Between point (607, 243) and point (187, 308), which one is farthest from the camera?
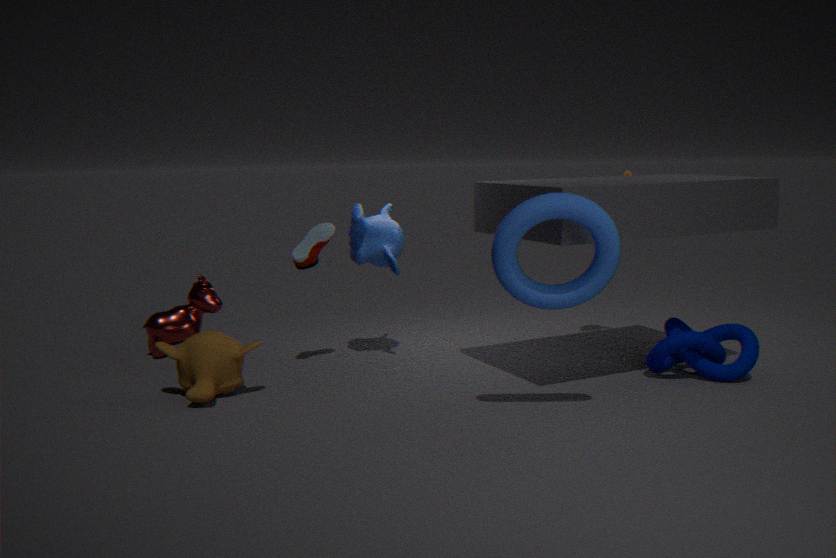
point (187, 308)
